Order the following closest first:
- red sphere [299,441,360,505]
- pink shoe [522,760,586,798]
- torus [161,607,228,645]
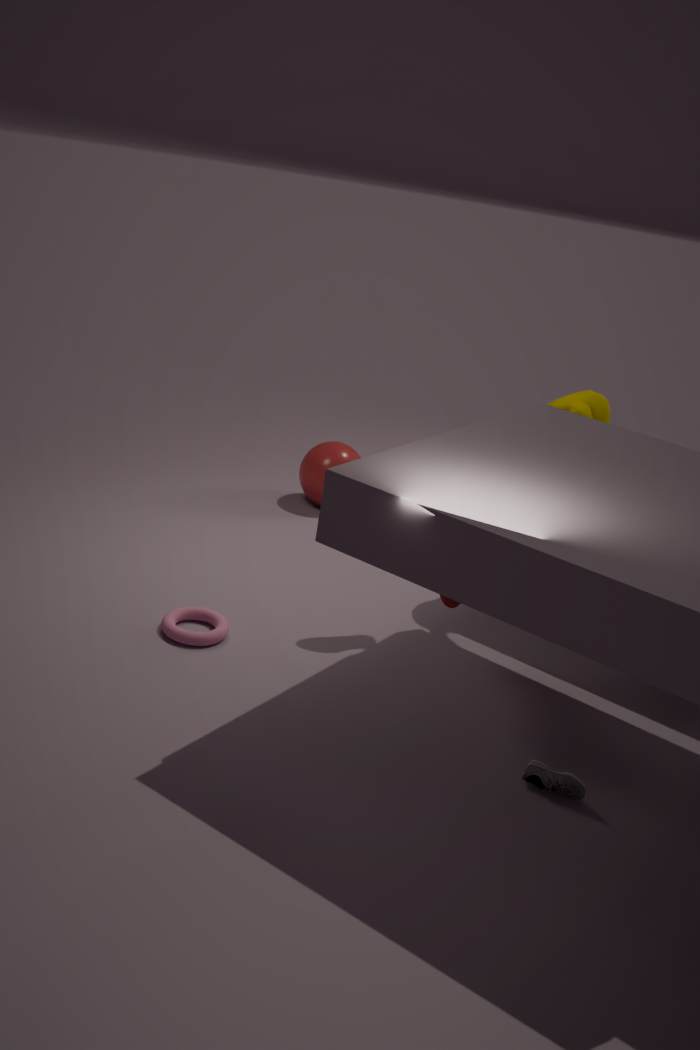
pink shoe [522,760,586,798]
torus [161,607,228,645]
red sphere [299,441,360,505]
